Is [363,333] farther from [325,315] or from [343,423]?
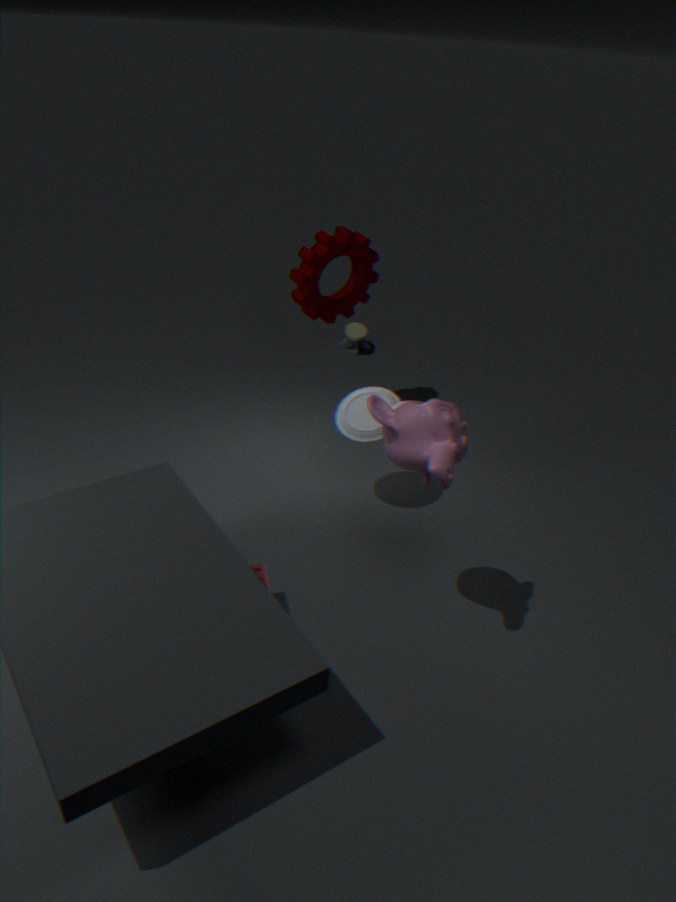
[343,423]
